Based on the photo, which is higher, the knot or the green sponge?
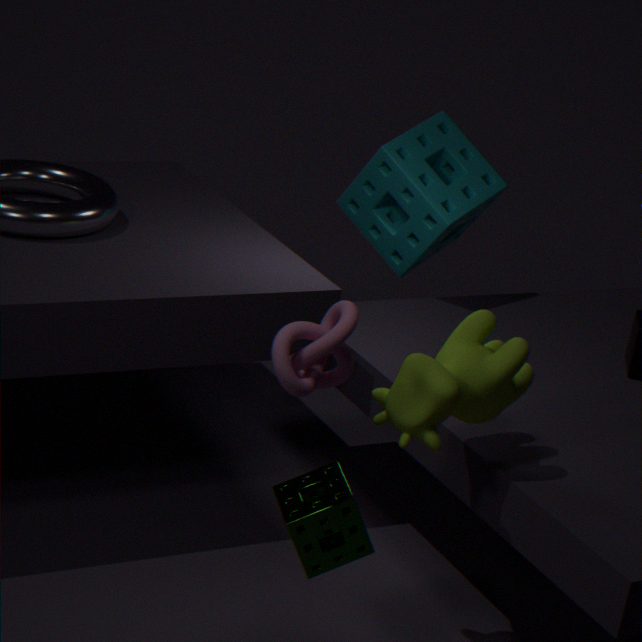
the knot
